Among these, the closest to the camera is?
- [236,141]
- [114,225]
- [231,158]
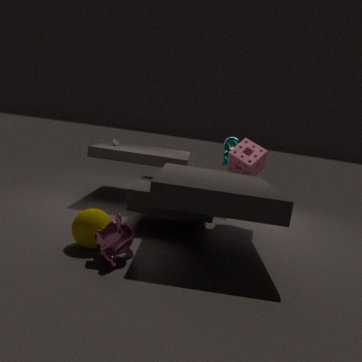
[114,225]
